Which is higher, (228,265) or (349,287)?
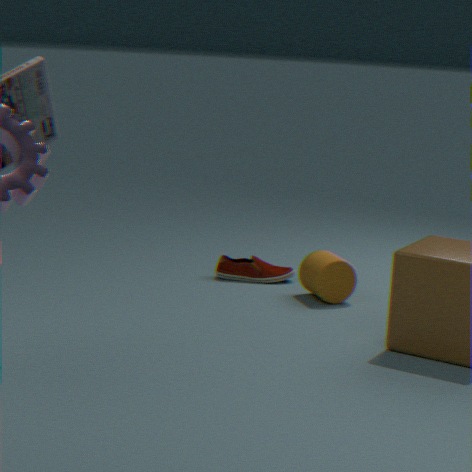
(349,287)
